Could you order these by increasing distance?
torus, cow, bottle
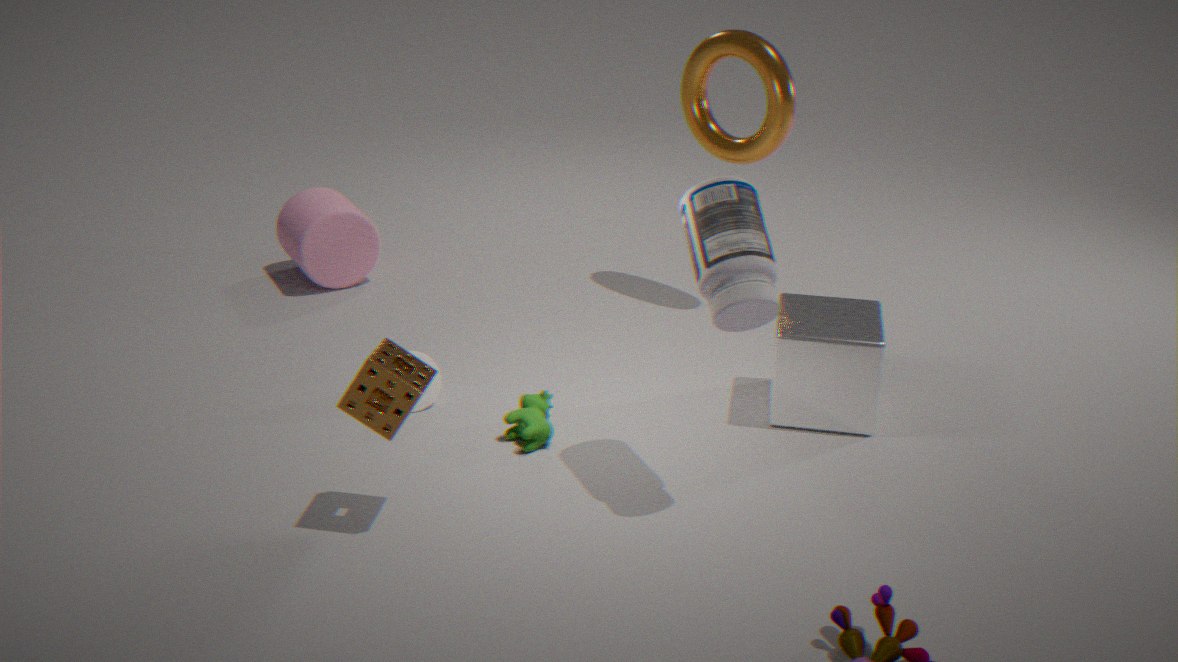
1. bottle
2. cow
3. torus
